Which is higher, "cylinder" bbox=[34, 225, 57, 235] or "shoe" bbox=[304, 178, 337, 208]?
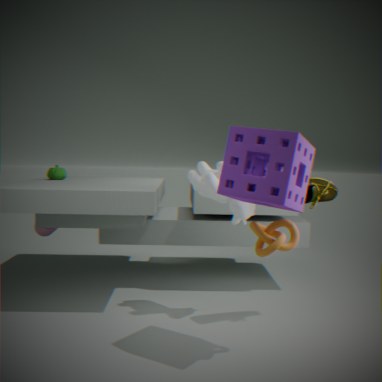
"shoe" bbox=[304, 178, 337, 208]
